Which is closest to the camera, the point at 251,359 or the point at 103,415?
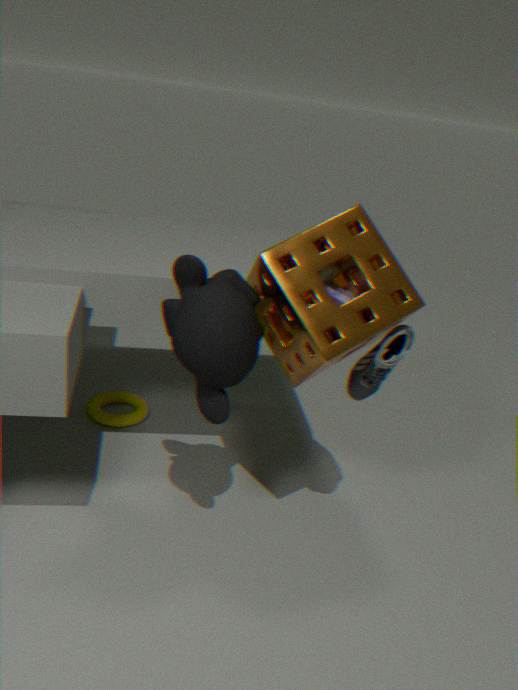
the point at 251,359
